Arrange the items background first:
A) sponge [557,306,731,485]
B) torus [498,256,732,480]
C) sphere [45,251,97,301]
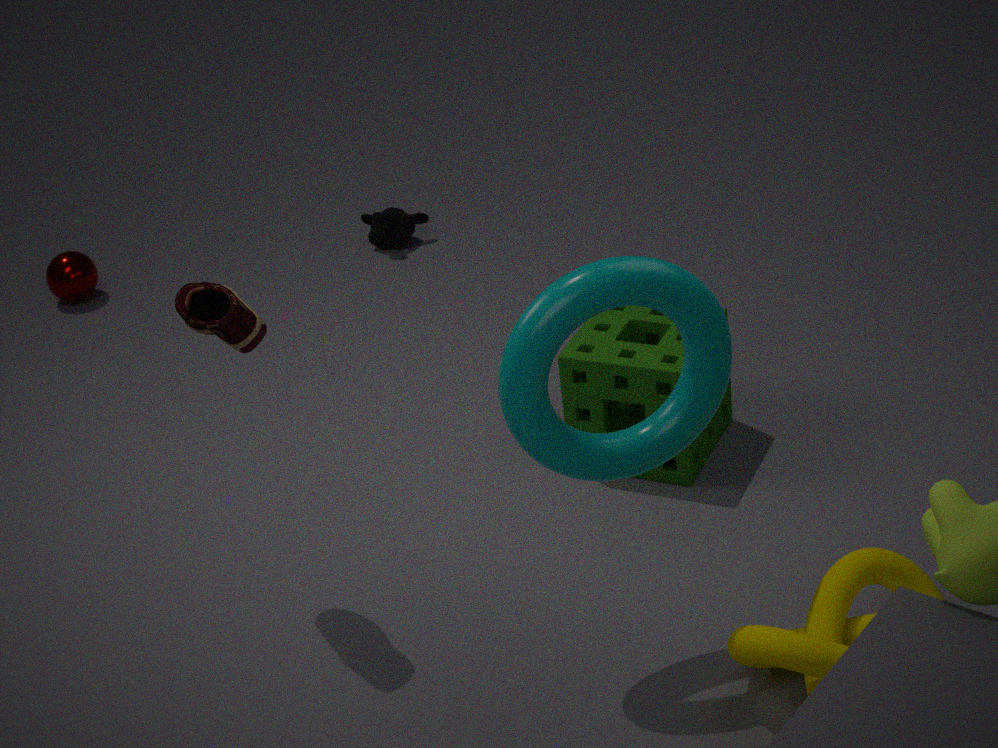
sphere [45,251,97,301]
sponge [557,306,731,485]
torus [498,256,732,480]
